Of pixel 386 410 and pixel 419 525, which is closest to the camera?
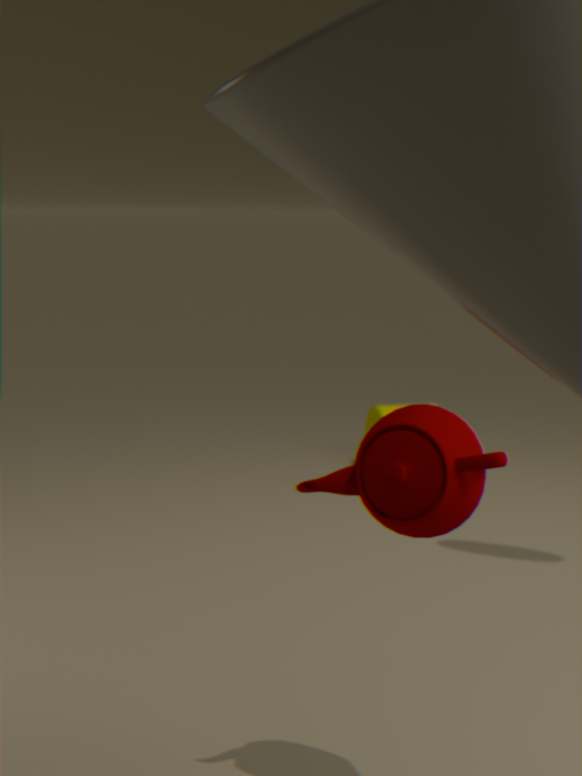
pixel 419 525
